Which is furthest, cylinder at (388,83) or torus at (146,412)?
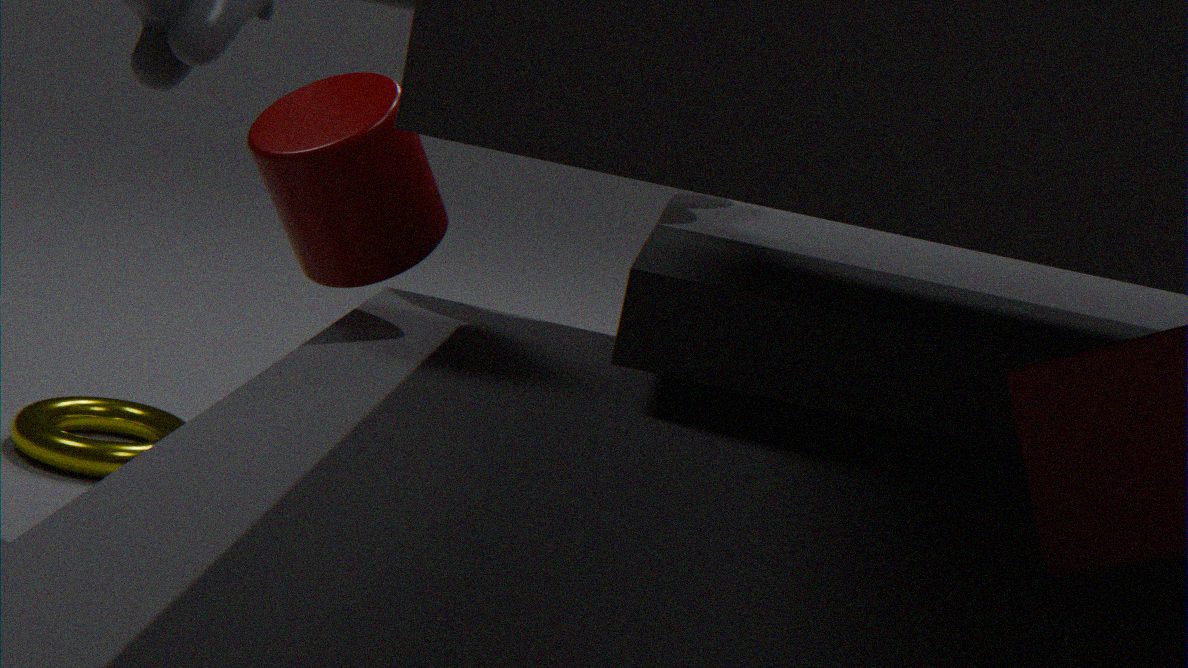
torus at (146,412)
